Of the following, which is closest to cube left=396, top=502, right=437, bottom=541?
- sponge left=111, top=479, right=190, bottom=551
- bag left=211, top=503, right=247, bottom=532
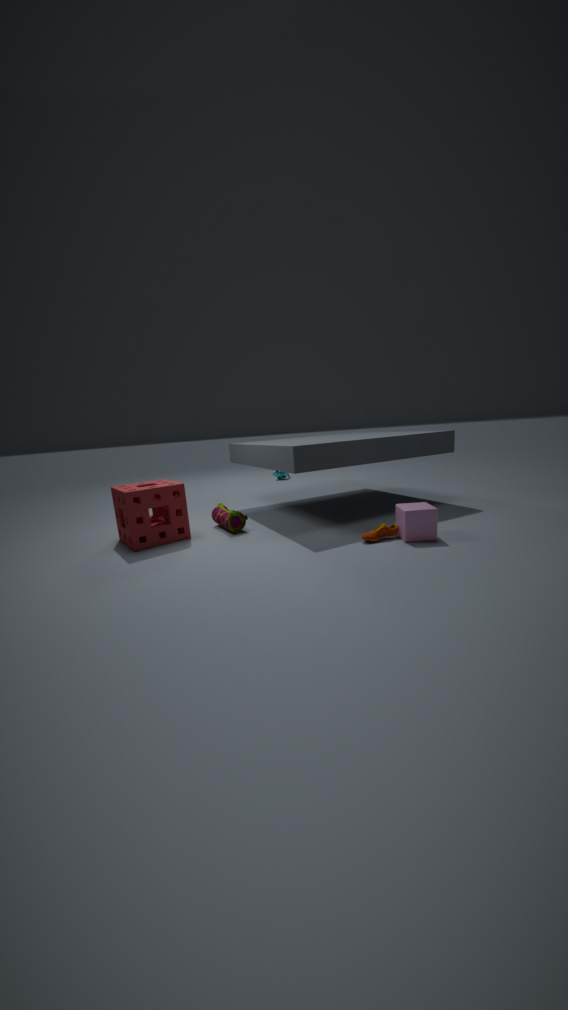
bag left=211, top=503, right=247, bottom=532
